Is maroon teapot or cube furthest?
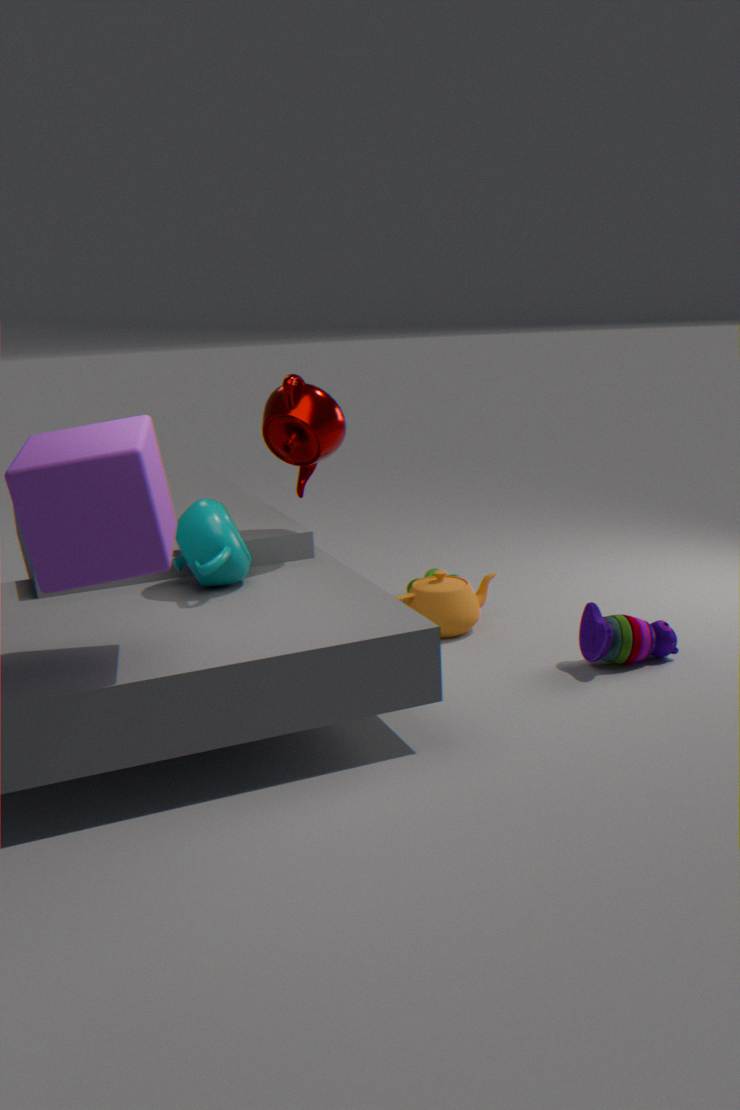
maroon teapot
